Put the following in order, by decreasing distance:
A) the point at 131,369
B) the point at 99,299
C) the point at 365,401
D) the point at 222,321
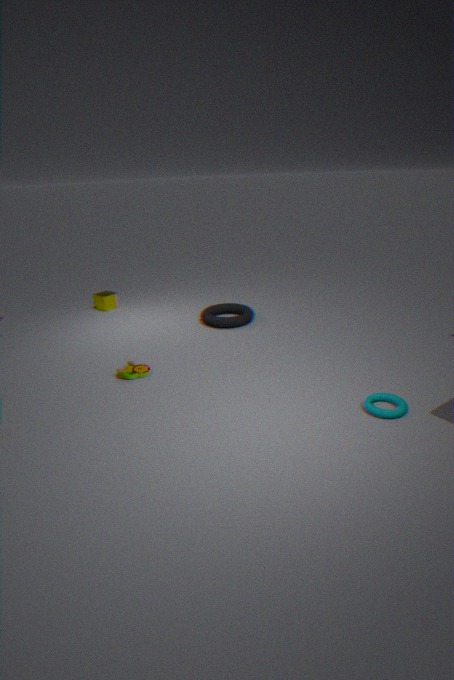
1. the point at 99,299
2. the point at 222,321
3. the point at 131,369
4. the point at 365,401
